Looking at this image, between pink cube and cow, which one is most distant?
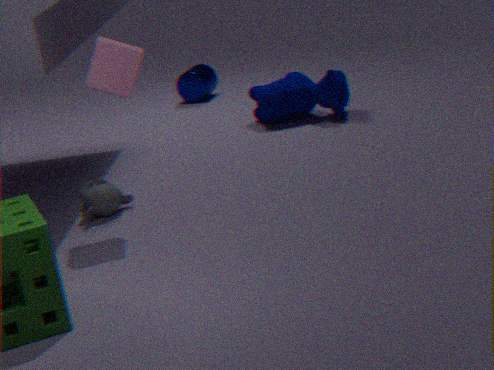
cow
